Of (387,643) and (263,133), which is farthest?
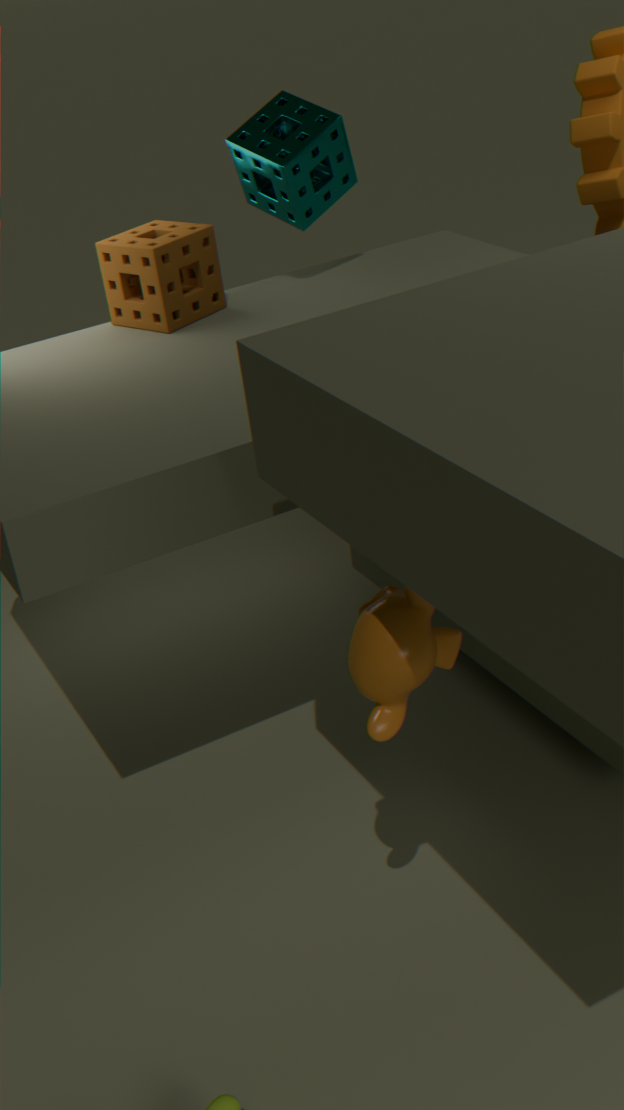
(263,133)
